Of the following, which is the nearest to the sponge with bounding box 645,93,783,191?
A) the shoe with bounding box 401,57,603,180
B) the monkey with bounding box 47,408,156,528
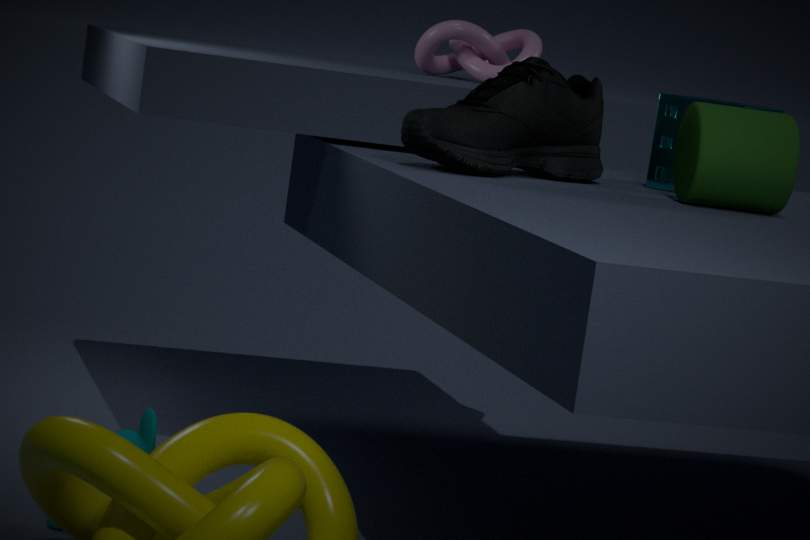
the shoe with bounding box 401,57,603,180
